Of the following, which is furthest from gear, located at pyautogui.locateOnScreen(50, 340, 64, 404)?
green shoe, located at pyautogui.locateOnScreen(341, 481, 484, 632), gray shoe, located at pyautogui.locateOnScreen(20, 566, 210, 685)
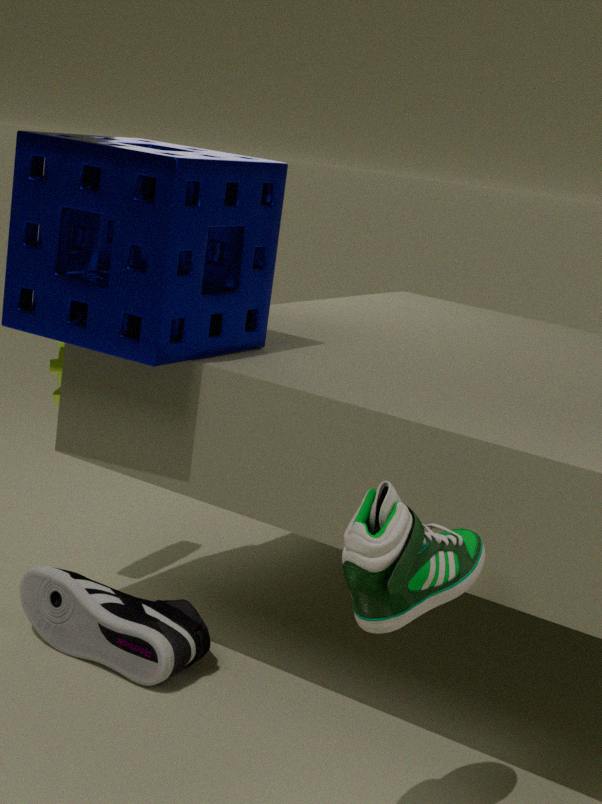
green shoe, located at pyautogui.locateOnScreen(341, 481, 484, 632)
